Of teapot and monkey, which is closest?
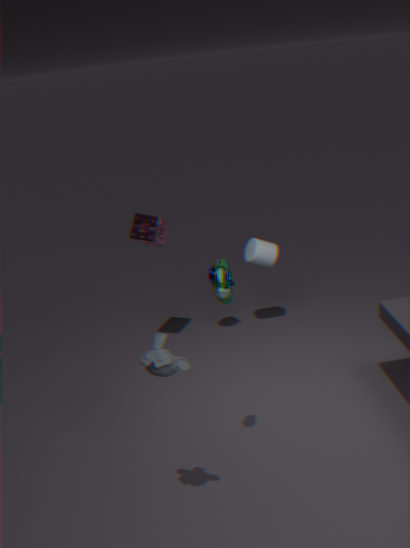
monkey
